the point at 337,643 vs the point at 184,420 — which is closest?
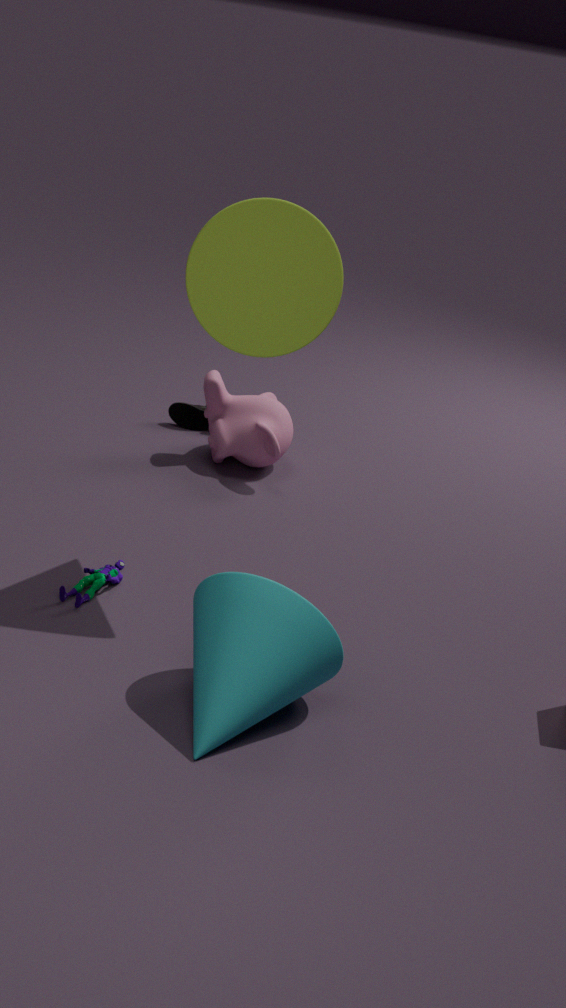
the point at 337,643
